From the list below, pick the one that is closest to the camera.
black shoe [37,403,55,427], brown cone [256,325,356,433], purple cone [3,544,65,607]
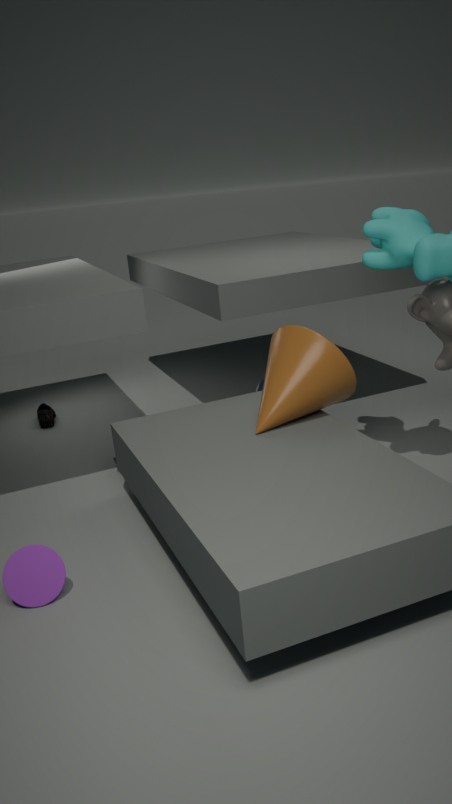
purple cone [3,544,65,607]
